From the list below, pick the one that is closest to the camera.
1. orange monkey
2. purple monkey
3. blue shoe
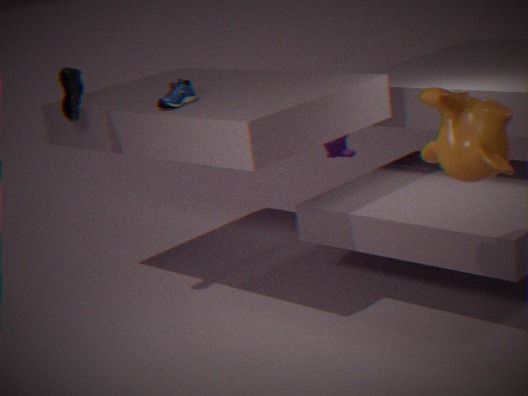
orange monkey
